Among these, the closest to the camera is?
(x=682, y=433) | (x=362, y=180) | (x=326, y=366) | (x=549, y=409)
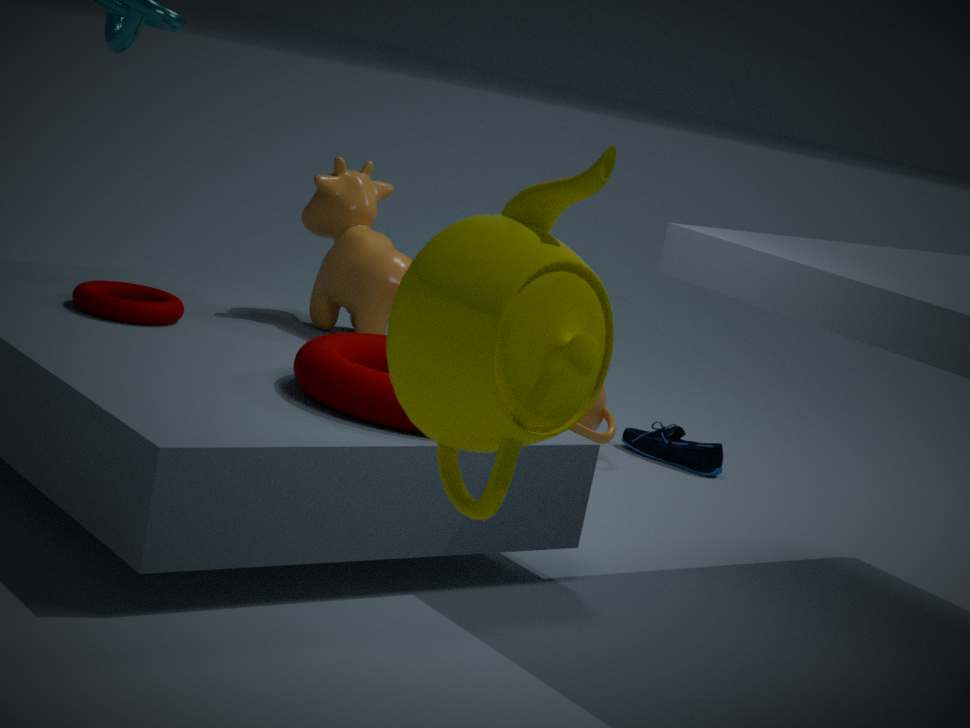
(x=549, y=409)
